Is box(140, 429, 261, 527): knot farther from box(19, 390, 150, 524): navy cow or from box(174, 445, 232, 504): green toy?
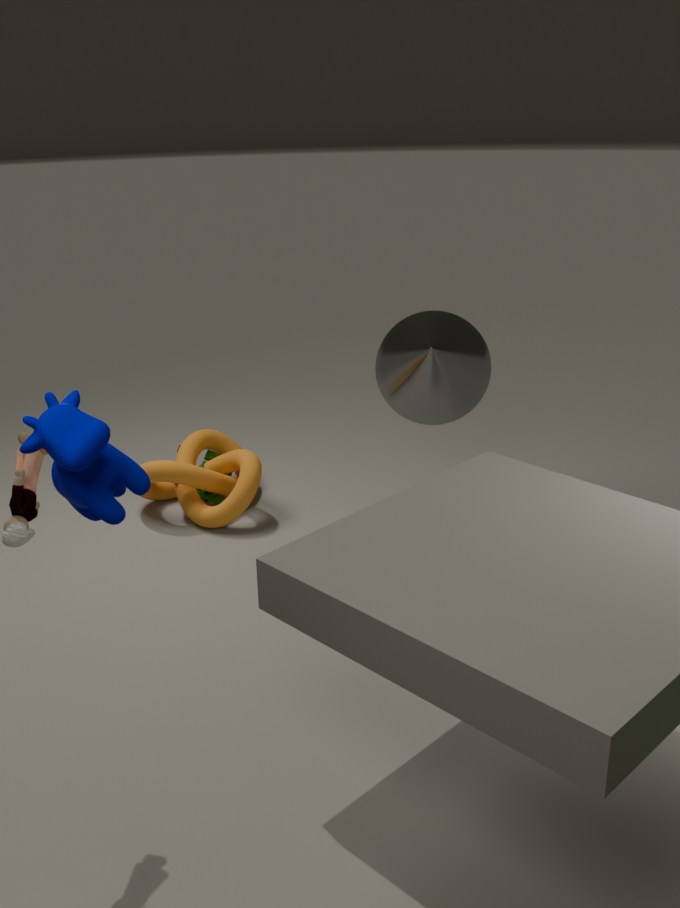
box(19, 390, 150, 524): navy cow
